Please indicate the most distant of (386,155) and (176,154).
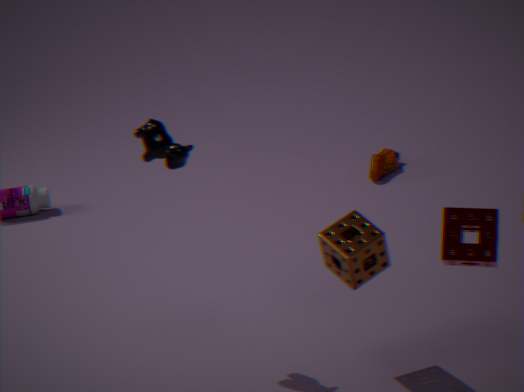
(386,155)
